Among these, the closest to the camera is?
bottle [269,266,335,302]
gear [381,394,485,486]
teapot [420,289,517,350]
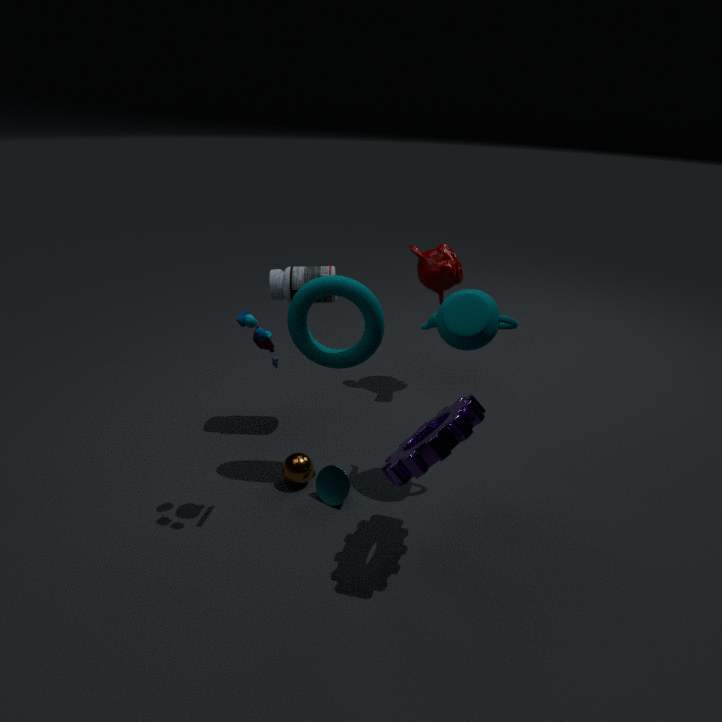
gear [381,394,485,486]
